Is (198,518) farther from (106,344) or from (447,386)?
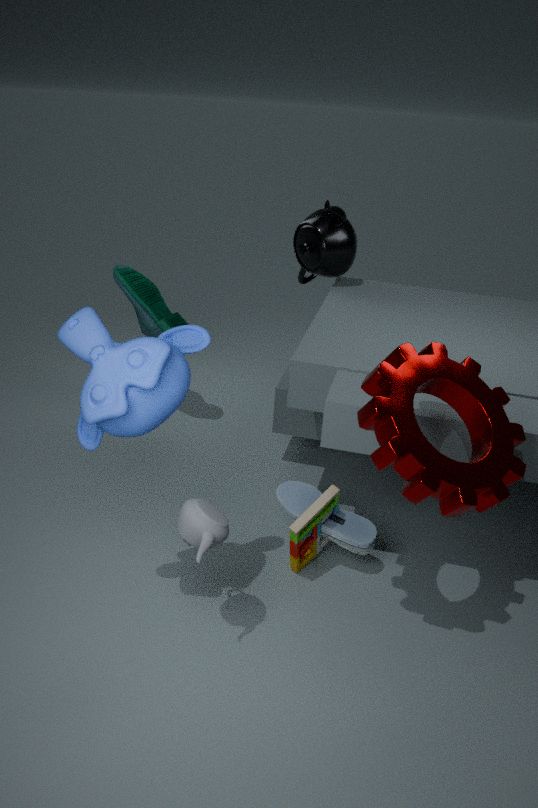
(447,386)
